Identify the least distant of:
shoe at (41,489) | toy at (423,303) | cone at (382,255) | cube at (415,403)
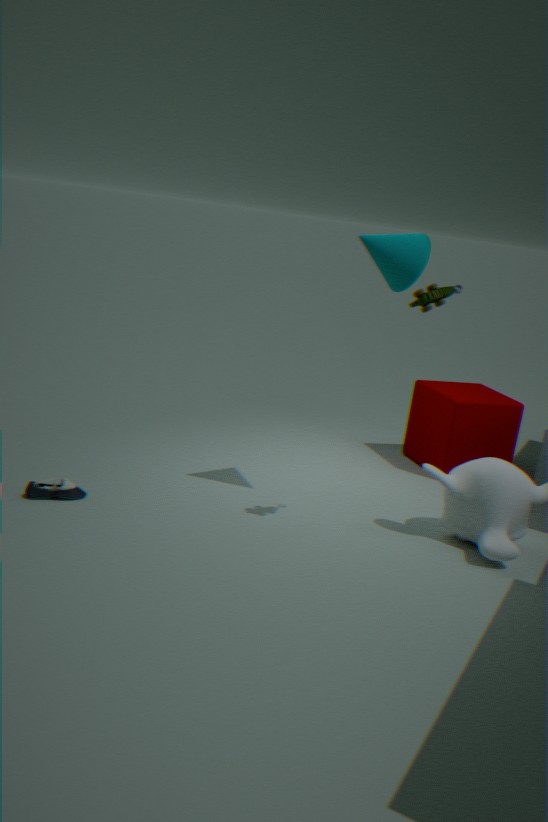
toy at (423,303)
